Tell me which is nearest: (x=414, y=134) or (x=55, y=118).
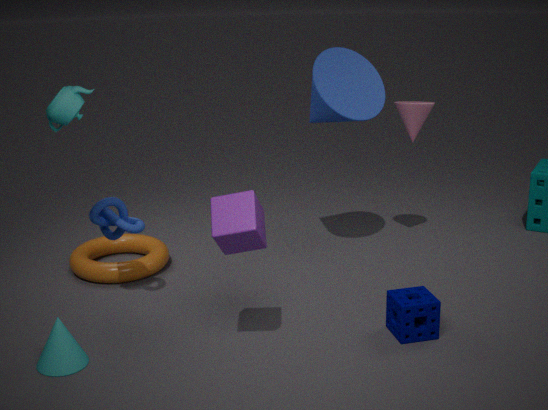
(x=55, y=118)
